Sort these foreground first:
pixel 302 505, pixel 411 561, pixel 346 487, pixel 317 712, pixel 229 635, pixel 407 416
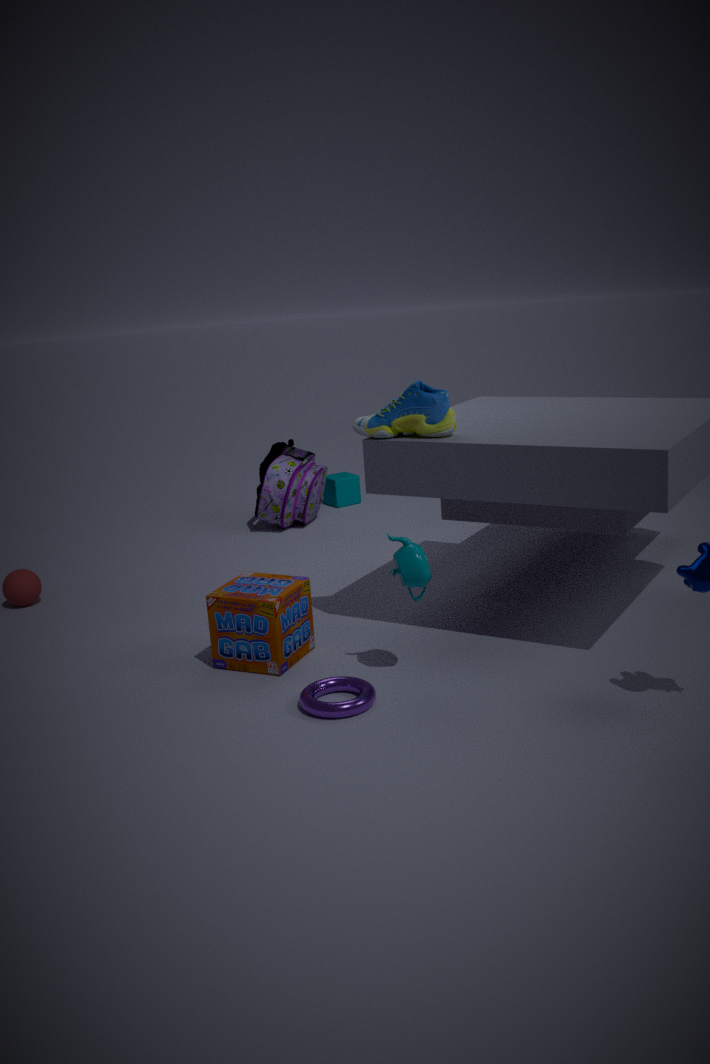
pixel 317 712
pixel 411 561
pixel 229 635
pixel 407 416
pixel 302 505
pixel 346 487
